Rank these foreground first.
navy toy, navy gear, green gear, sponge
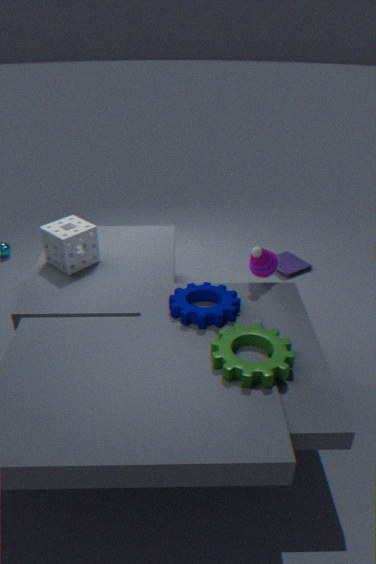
1. green gear
2. navy gear
3. sponge
4. navy toy
